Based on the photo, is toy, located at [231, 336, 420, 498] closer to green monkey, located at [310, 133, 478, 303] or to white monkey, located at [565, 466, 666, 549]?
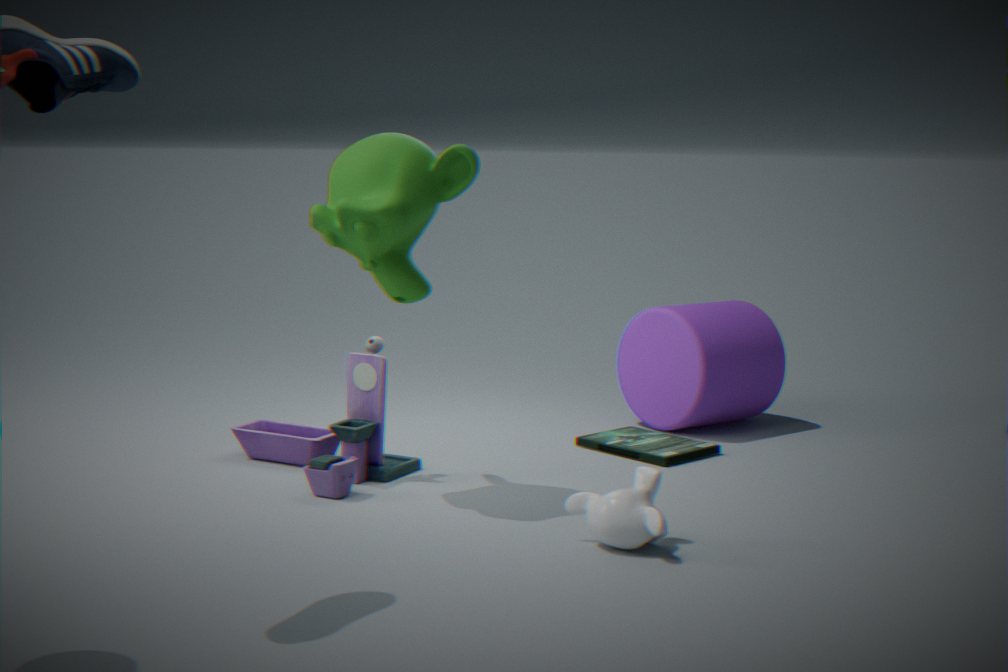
green monkey, located at [310, 133, 478, 303]
